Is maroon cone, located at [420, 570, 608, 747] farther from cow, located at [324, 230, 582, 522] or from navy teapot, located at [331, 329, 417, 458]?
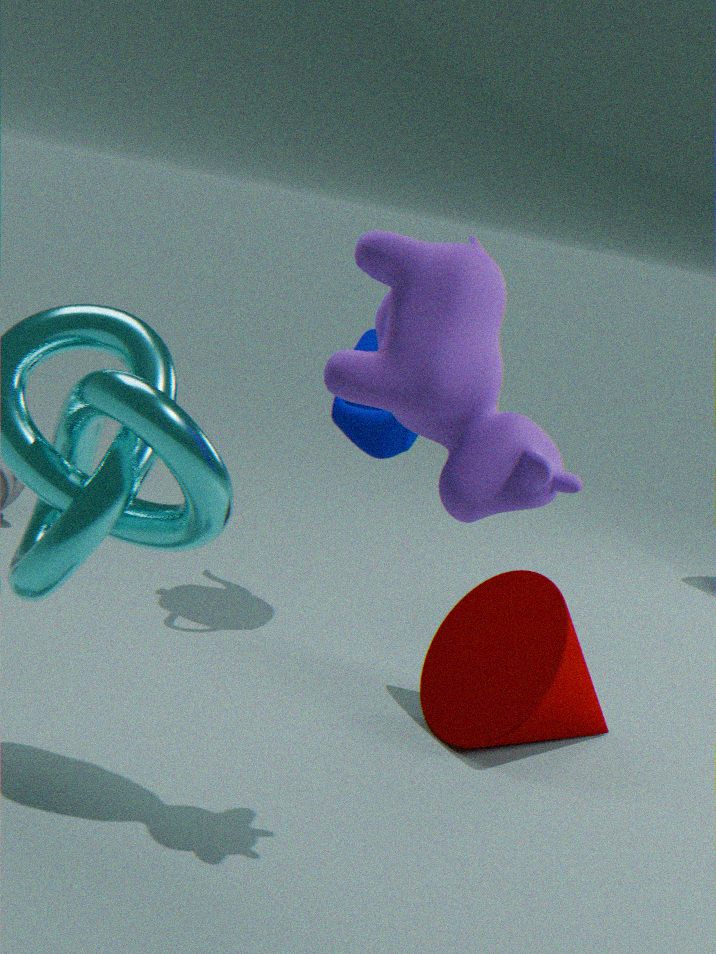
cow, located at [324, 230, 582, 522]
